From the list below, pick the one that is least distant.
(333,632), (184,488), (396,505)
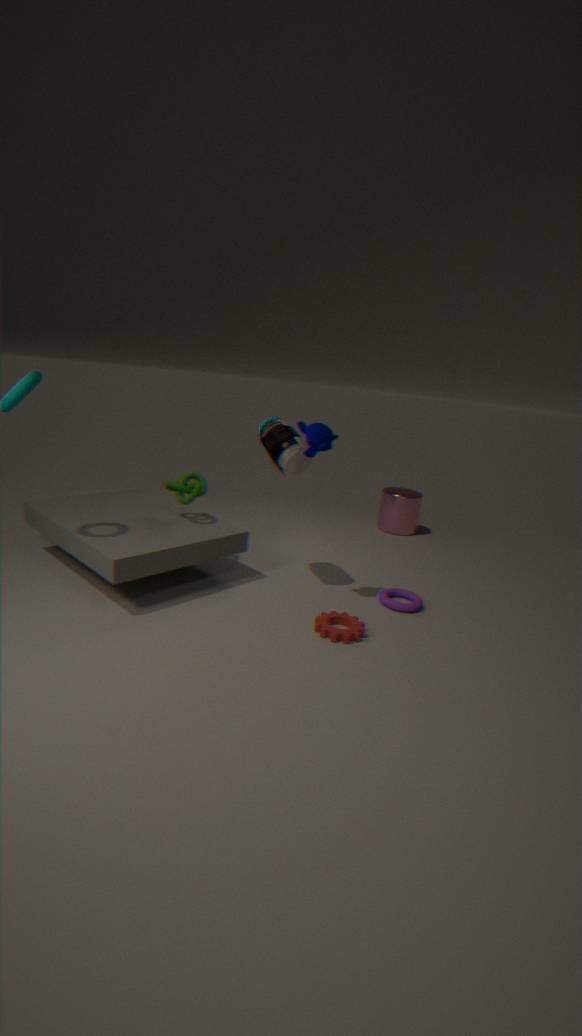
(333,632)
